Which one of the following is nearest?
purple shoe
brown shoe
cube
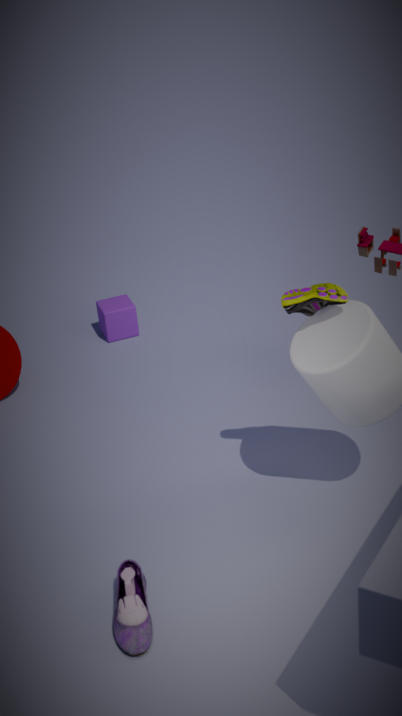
purple shoe
